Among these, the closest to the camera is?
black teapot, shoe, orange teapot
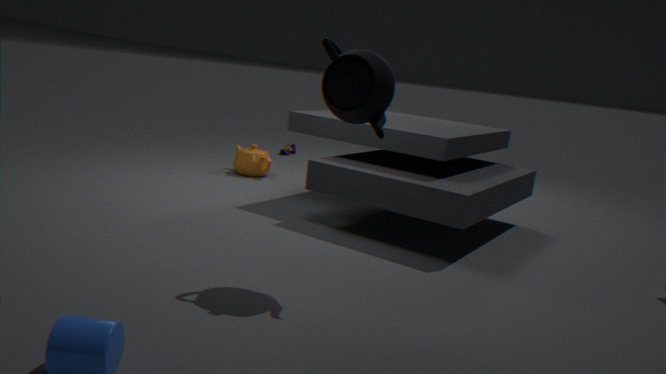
black teapot
